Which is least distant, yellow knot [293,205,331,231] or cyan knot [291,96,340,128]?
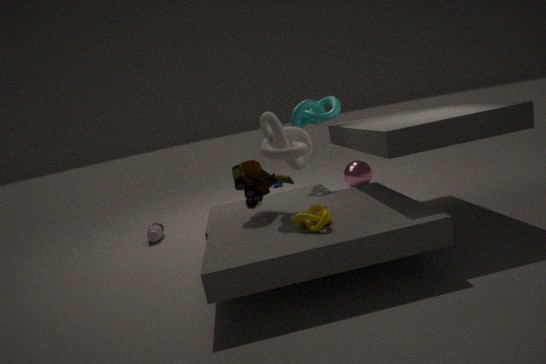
yellow knot [293,205,331,231]
